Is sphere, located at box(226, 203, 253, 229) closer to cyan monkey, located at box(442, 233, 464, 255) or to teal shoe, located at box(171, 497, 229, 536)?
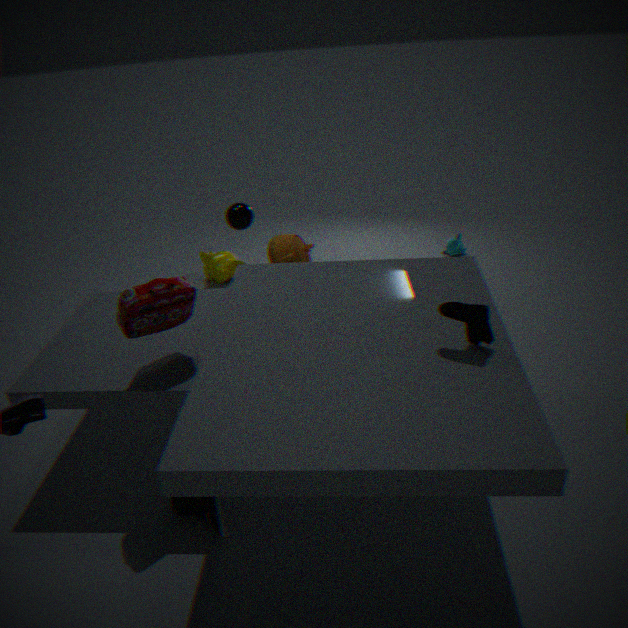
teal shoe, located at box(171, 497, 229, 536)
